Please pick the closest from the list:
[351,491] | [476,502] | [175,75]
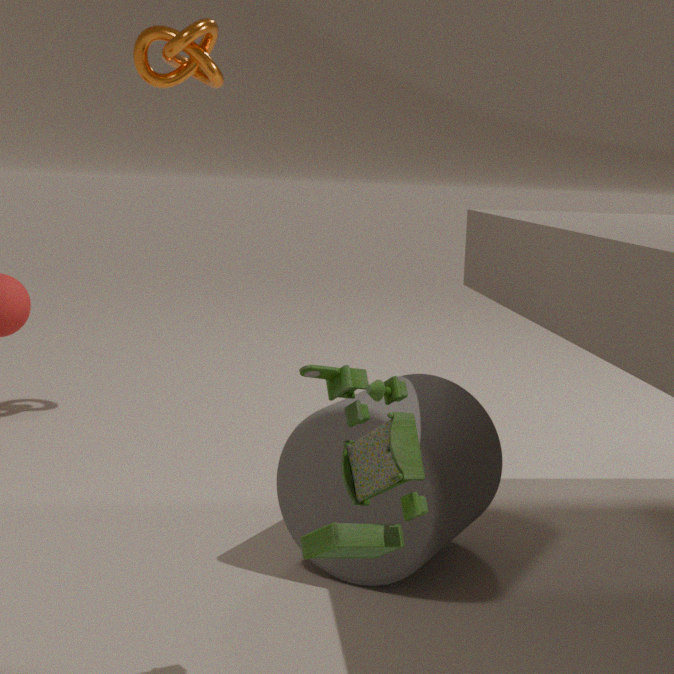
[351,491]
